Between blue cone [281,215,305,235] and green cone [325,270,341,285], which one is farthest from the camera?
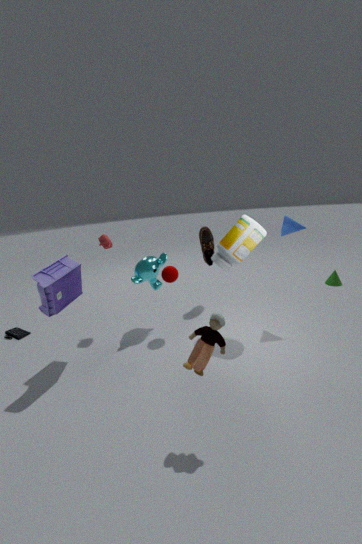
green cone [325,270,341,285]
